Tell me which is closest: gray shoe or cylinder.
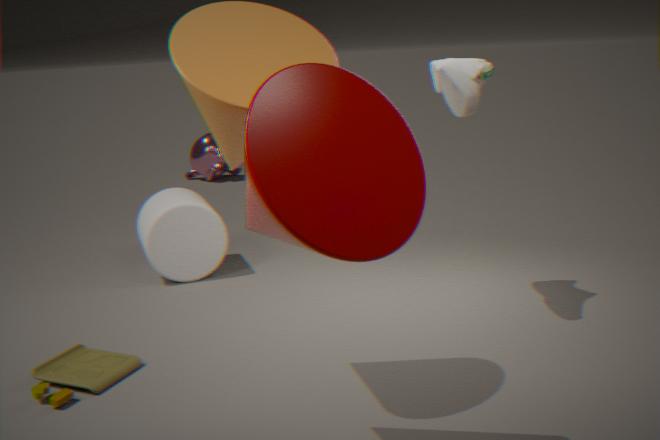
gray shoe
